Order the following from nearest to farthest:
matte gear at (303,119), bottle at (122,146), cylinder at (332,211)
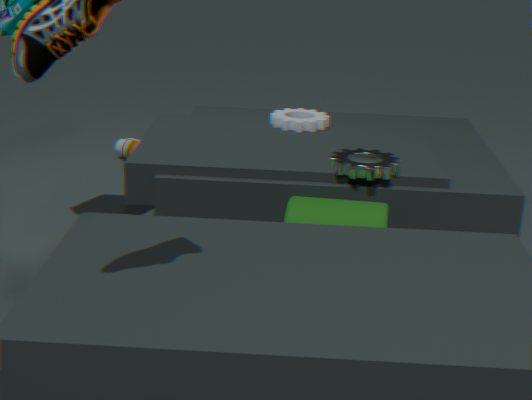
cylinder at (332,211) → matte gear at (303,119) → bottle at (122,146)
